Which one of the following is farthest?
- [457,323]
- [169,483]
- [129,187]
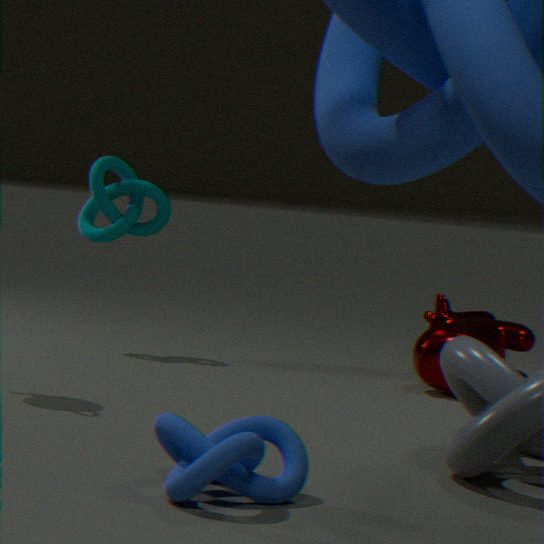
[129,187]
